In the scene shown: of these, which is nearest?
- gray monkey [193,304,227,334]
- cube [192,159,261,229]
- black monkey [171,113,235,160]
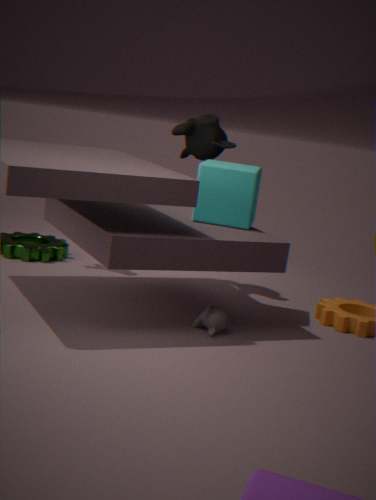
gray monkey [193,304,227,334]
